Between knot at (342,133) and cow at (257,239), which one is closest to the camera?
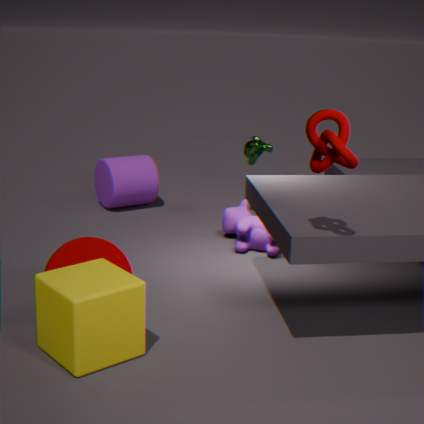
knot at (342,133)
